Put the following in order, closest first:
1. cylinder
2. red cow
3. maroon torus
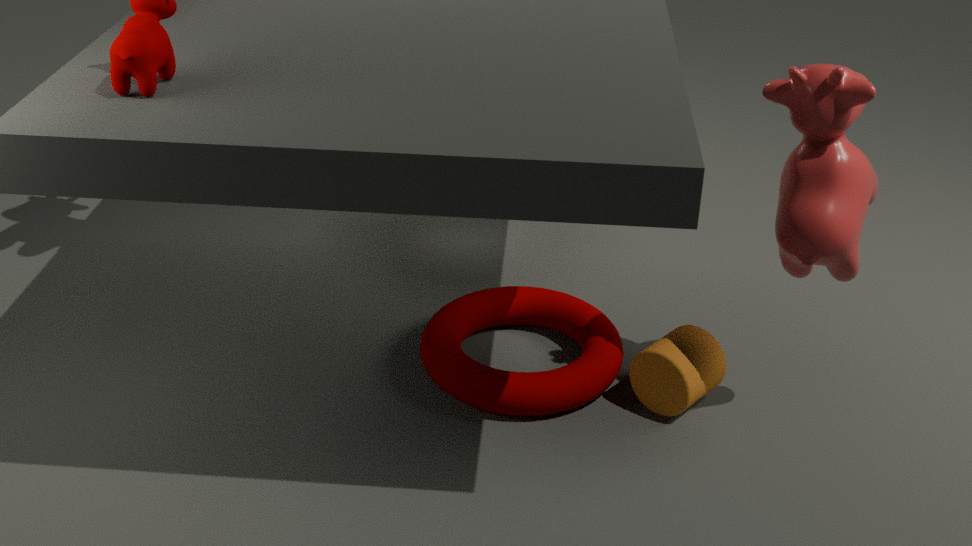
1. red cow
2. cylinder
3. maroon torus
